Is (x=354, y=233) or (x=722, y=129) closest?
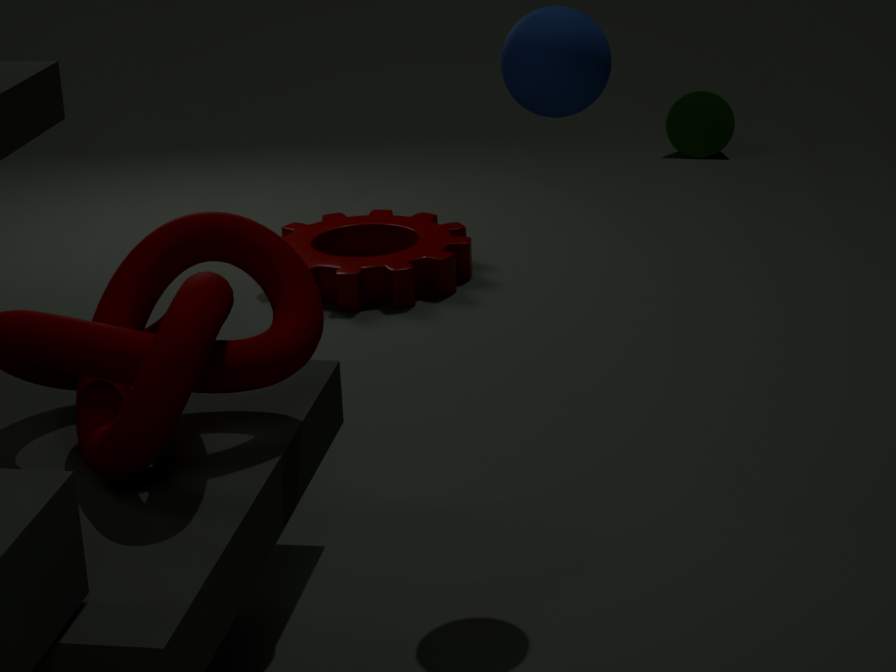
(x=354, y=233)
